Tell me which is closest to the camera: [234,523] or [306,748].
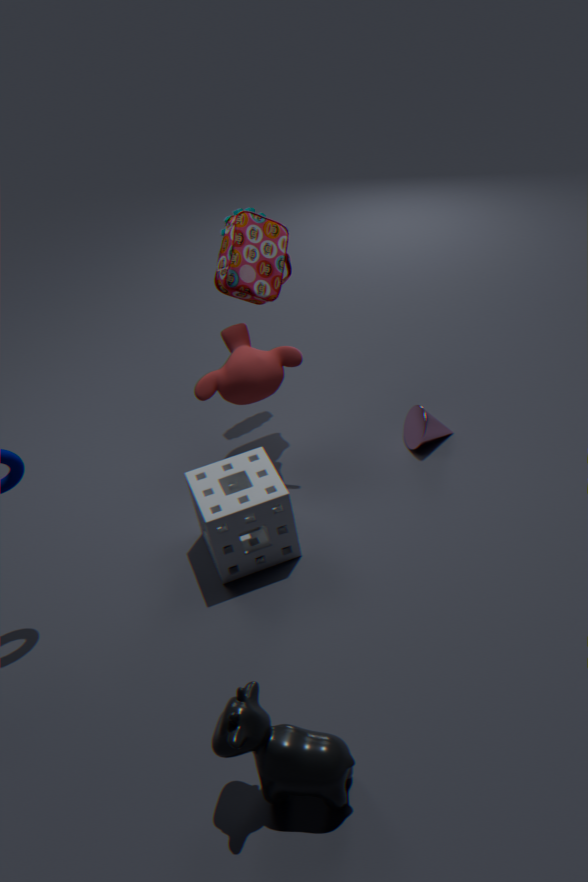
[306,748]
